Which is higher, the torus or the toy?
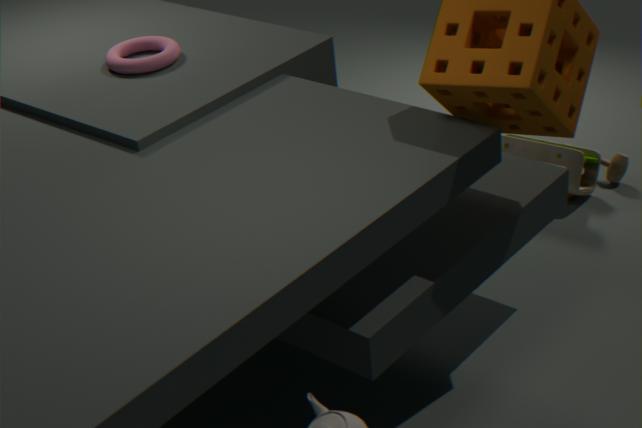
the torus
